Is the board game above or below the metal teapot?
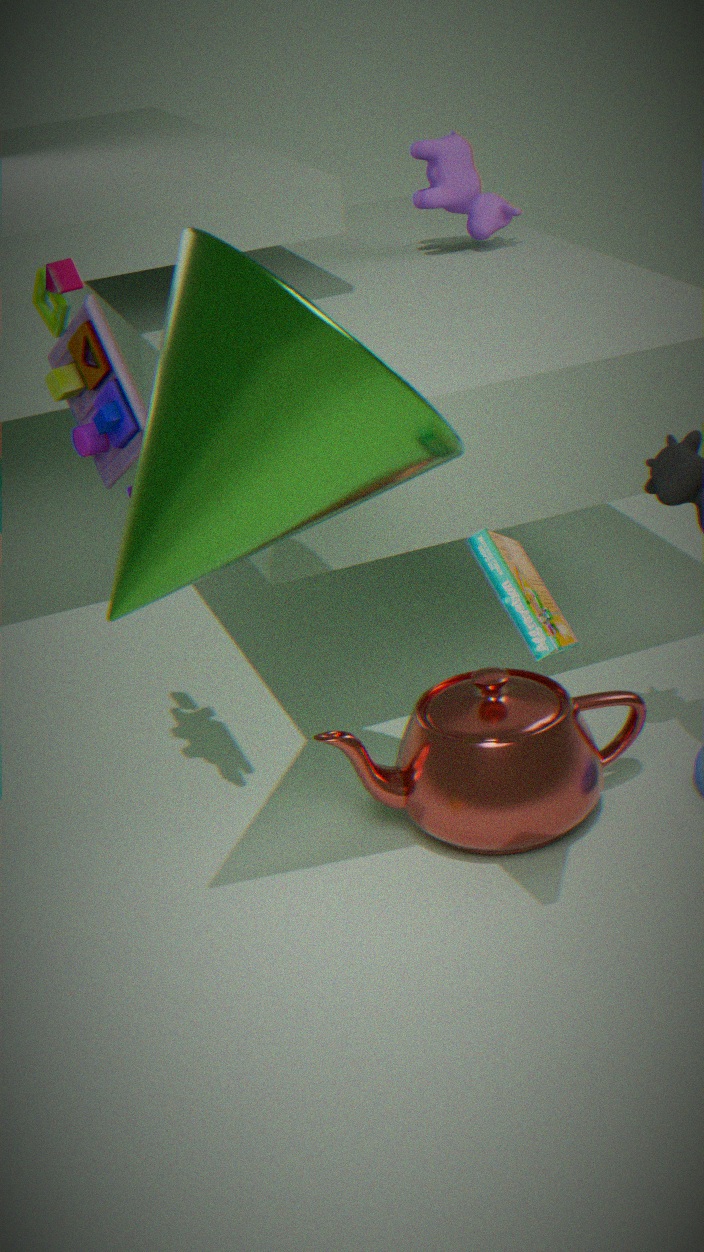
above
